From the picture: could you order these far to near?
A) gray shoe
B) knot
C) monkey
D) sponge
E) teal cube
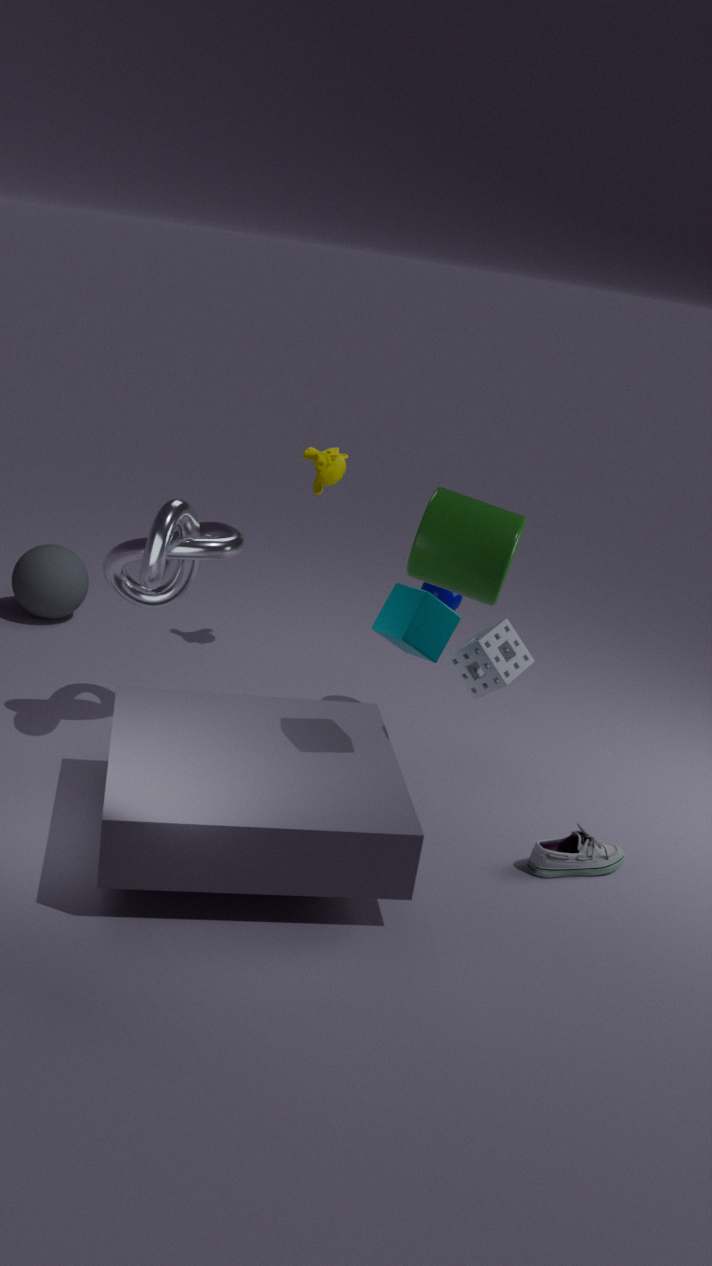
monkey, knot, gray shoe, sponge, teal cube
